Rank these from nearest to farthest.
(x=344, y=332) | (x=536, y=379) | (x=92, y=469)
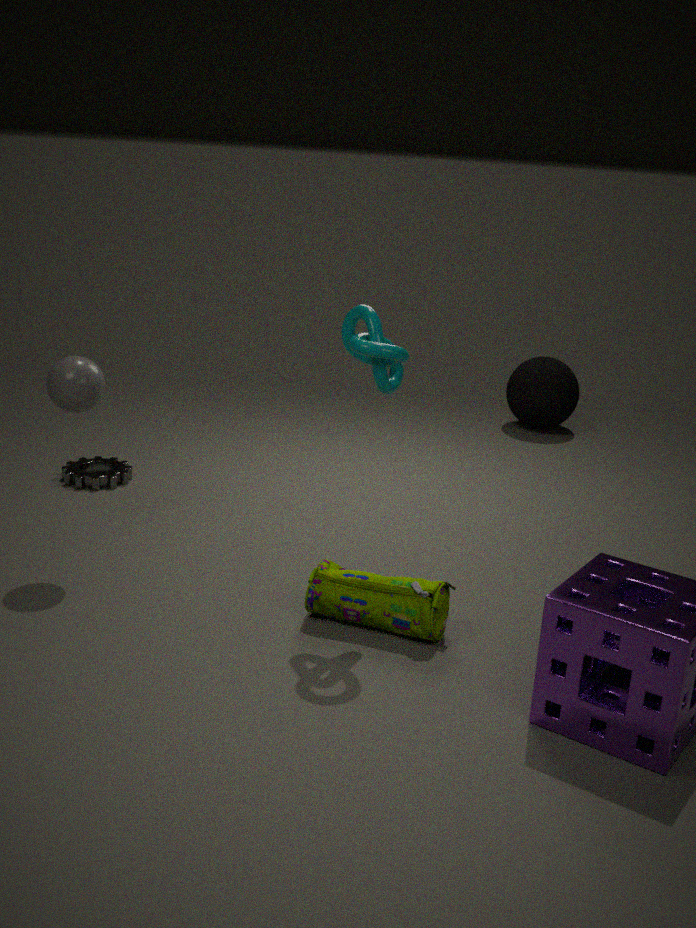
(x=344, y=332)
(x=92, y=469)
(x=536, y=379)
